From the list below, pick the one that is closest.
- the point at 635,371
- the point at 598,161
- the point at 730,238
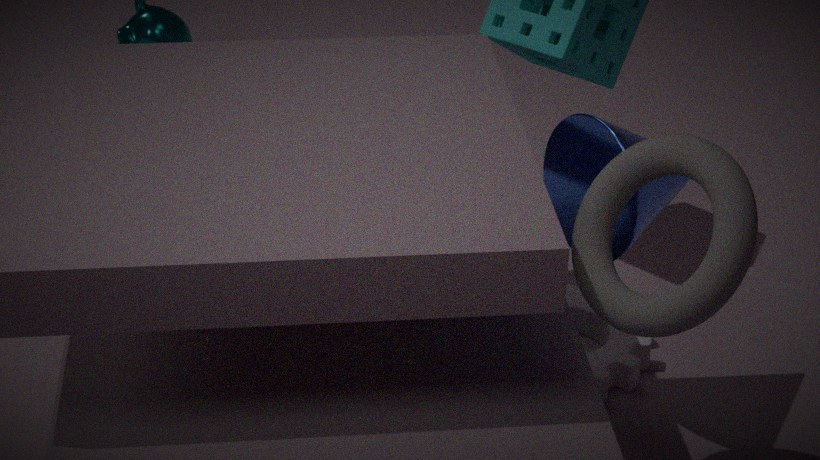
the point at 730,238
